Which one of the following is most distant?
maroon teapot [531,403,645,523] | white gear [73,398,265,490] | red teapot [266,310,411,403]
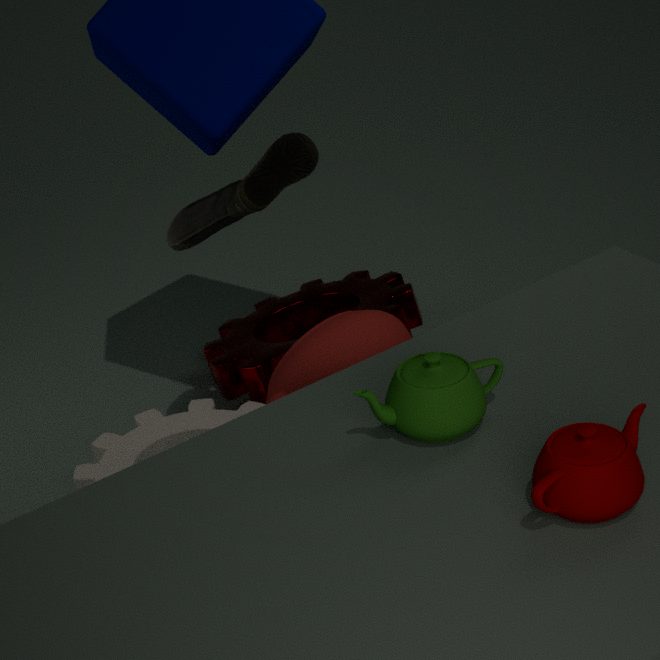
white gear [73,398,265,490]
